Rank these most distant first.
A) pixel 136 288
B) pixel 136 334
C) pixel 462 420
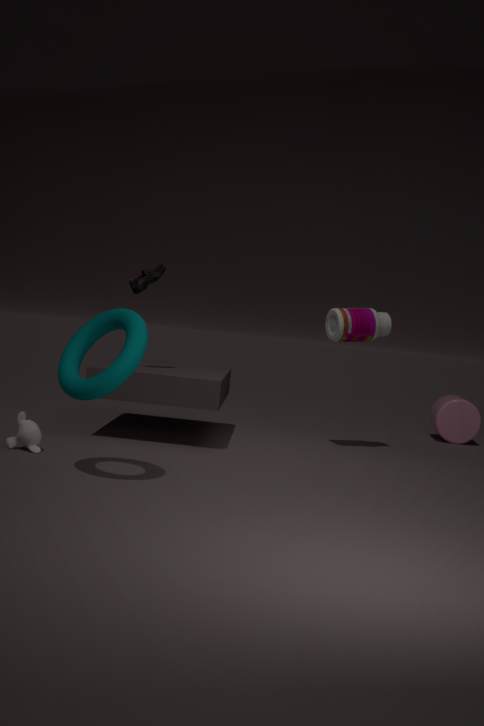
pixel 462 420, pixel 136 288, pixel 136 334
